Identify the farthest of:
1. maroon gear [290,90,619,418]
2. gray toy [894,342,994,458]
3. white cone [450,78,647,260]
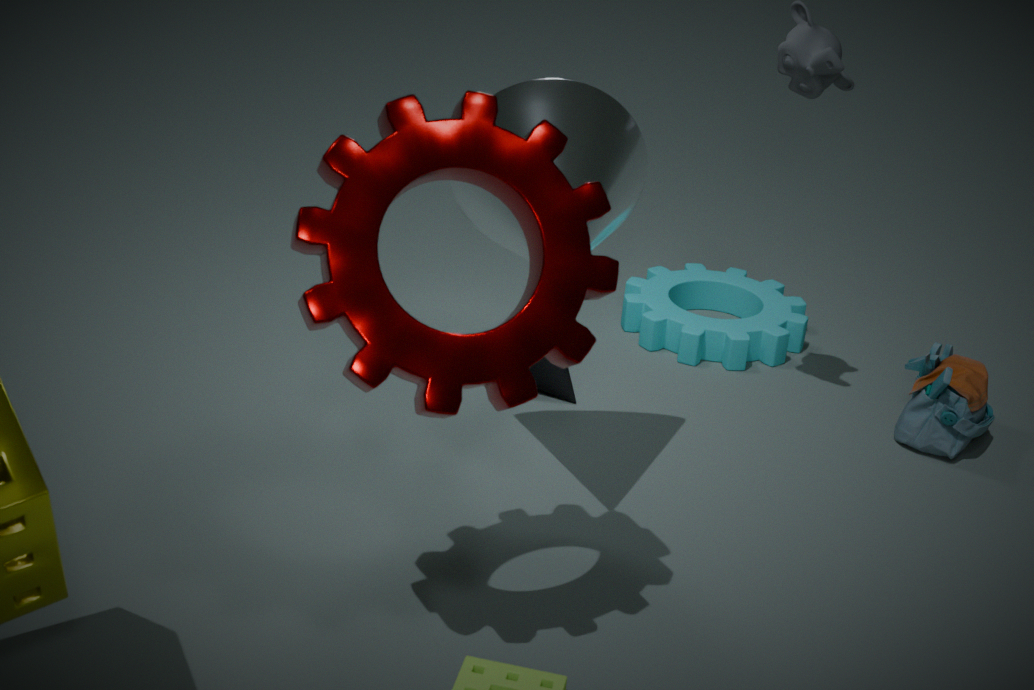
gray toy [894,342,994,458]
